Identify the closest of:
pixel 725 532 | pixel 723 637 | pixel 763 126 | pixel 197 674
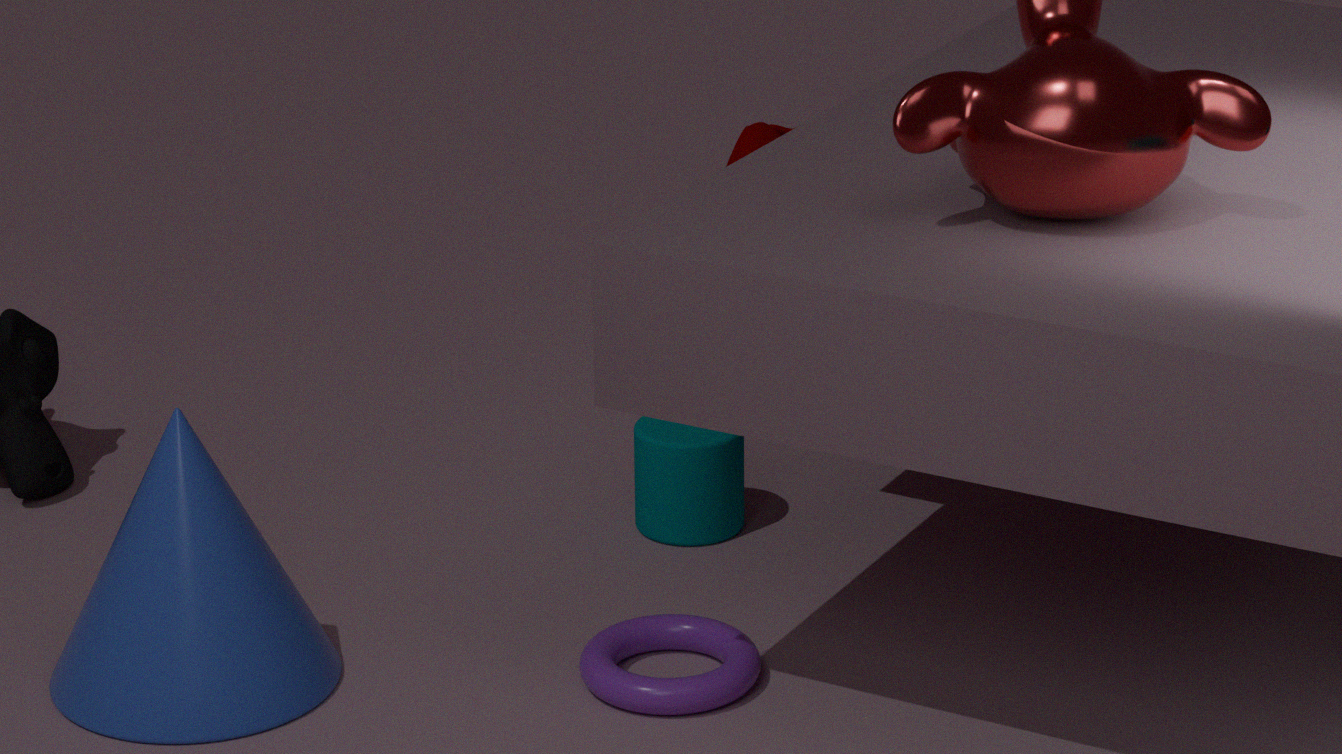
pixel 197 674
